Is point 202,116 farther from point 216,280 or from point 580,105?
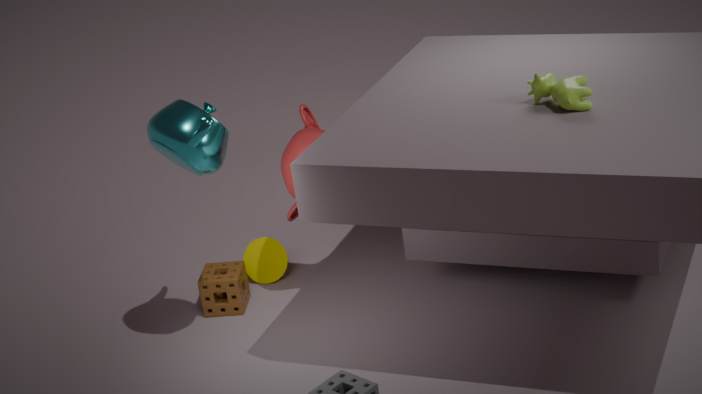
point 580,105
